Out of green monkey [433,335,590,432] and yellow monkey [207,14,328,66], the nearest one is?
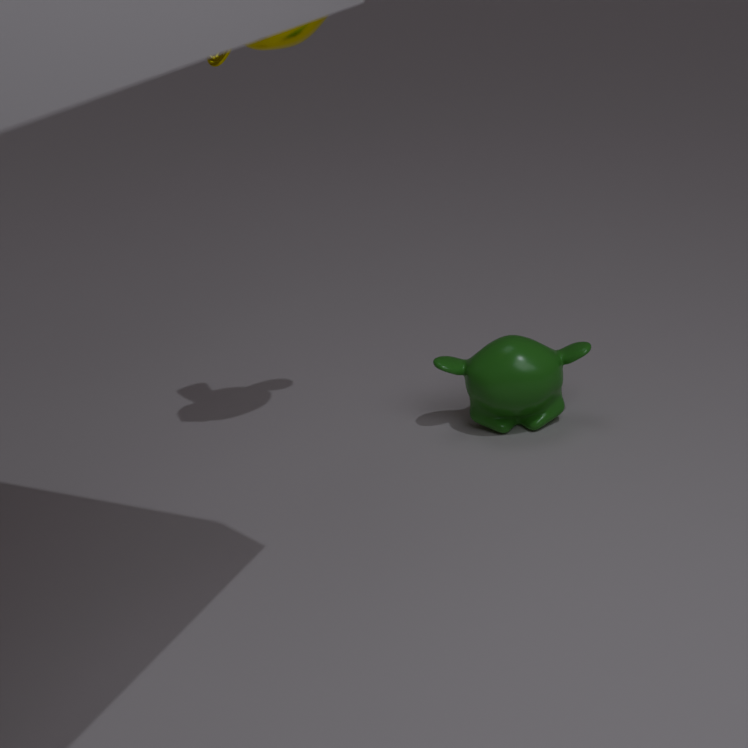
yellow monkey [207,14,328,66]
